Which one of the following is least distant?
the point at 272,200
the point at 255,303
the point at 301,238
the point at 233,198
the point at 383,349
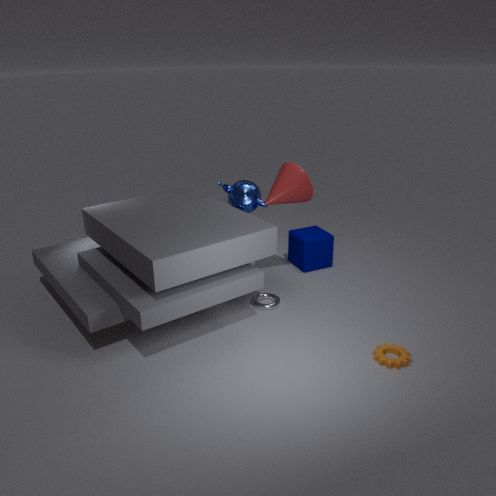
the point at 383,349
